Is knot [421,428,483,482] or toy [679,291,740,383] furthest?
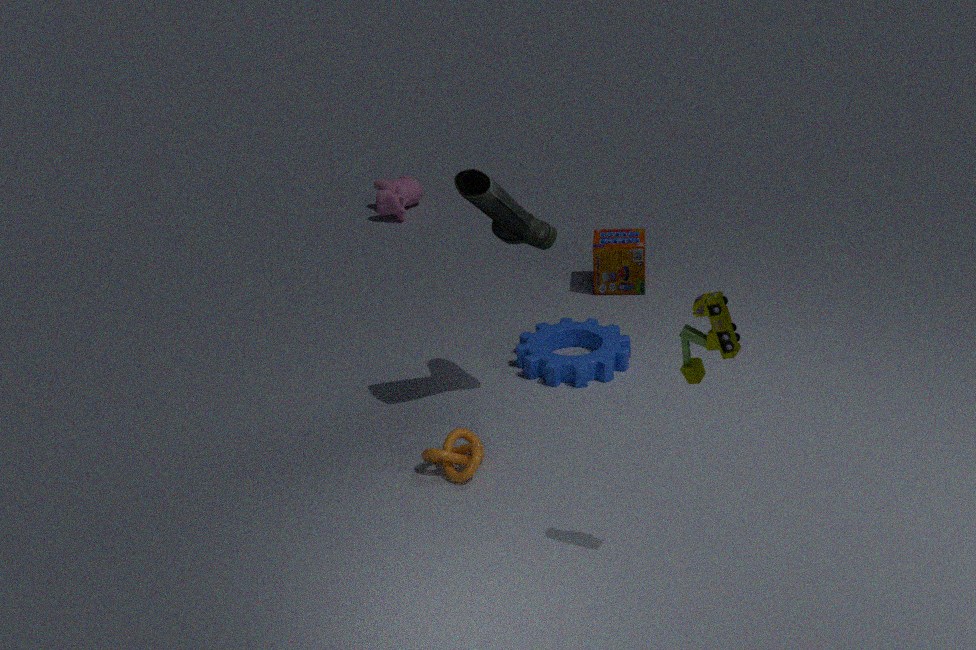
knot [421,428,483,482]
